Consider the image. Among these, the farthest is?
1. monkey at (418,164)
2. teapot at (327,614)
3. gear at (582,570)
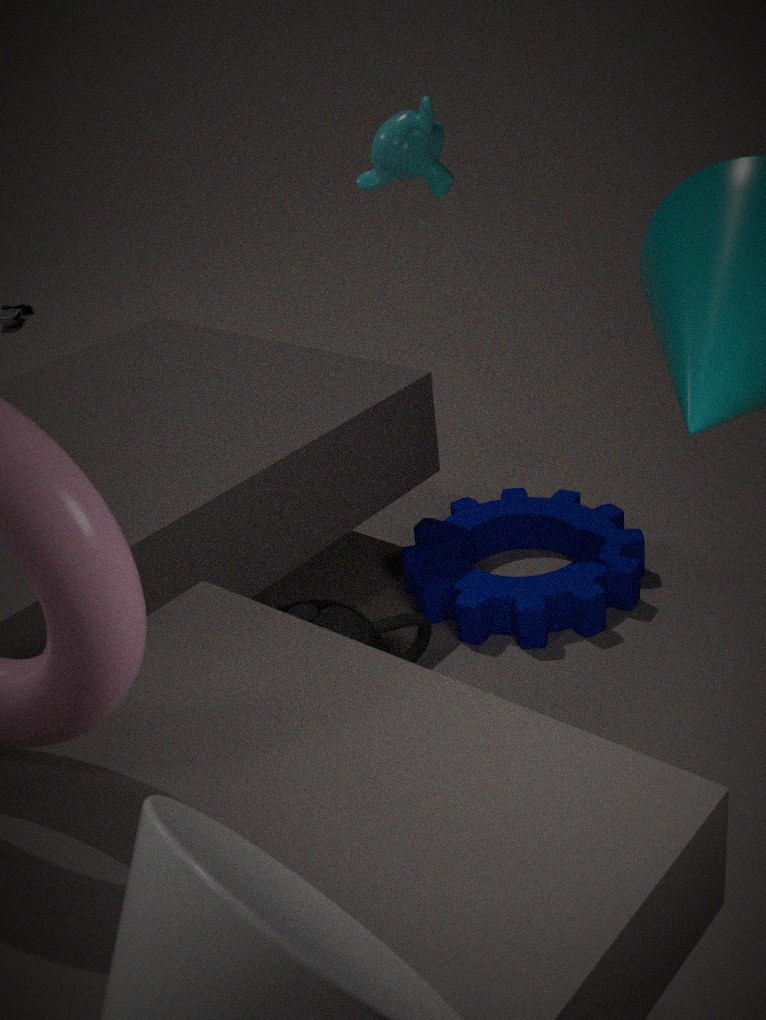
monkey at (418,164)
